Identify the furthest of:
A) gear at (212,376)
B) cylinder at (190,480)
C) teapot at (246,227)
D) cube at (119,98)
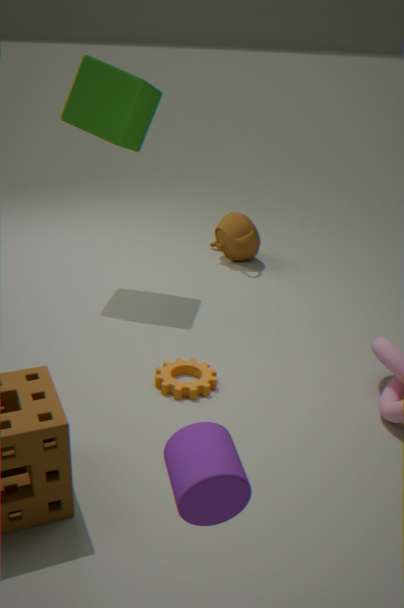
teapot at (246,227)
